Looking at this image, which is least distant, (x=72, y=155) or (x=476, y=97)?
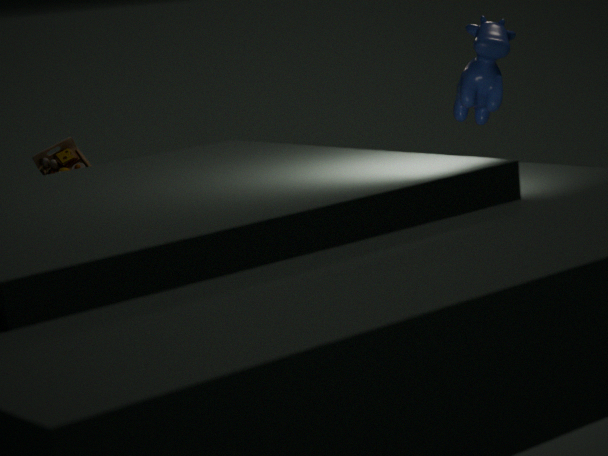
(x=476, y=97)
